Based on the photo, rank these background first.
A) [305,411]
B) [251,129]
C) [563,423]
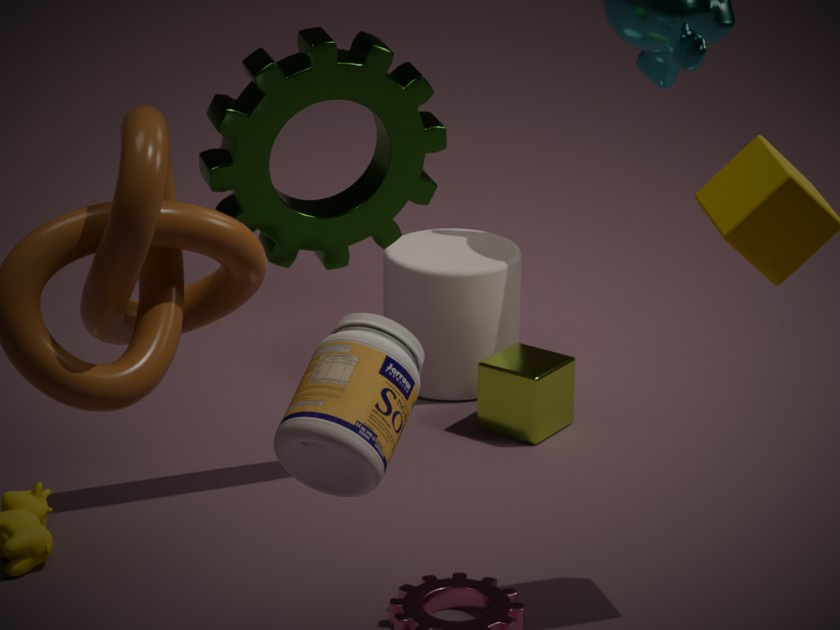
[563,423] < [251,129] < [305,411]
